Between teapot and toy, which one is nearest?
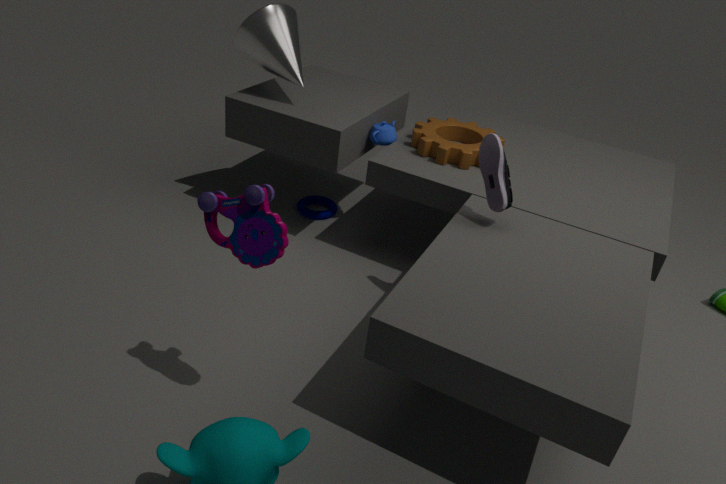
toy
